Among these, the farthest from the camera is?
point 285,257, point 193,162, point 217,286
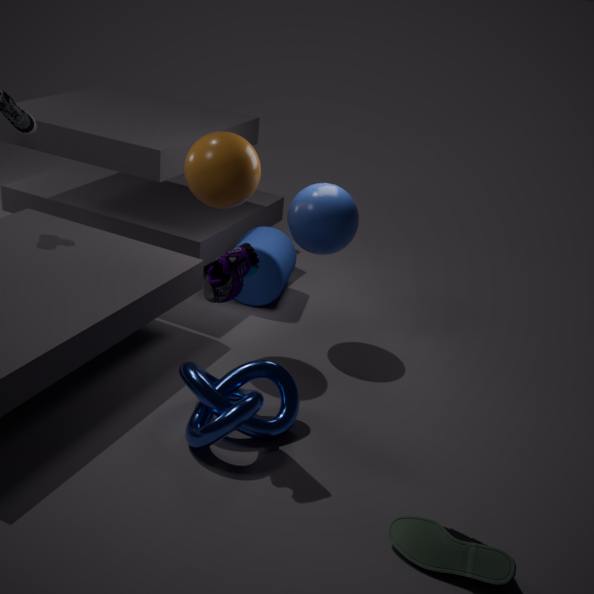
point 285,257
